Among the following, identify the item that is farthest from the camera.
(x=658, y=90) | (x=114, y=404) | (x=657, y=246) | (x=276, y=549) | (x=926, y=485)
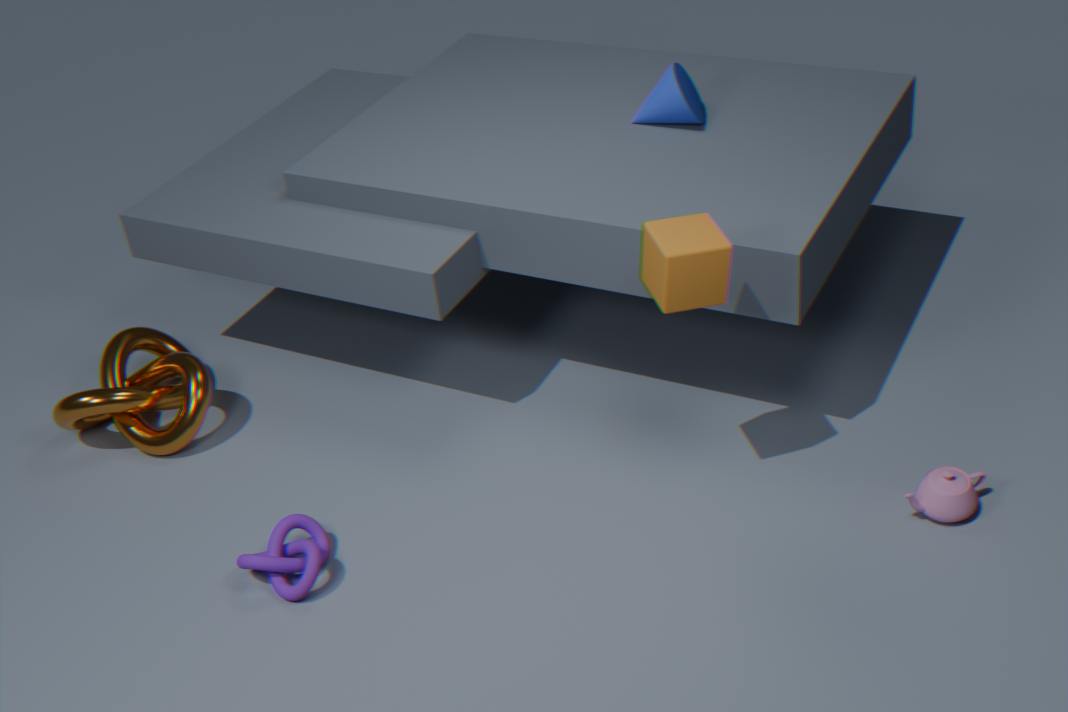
(x=658, y=90)
